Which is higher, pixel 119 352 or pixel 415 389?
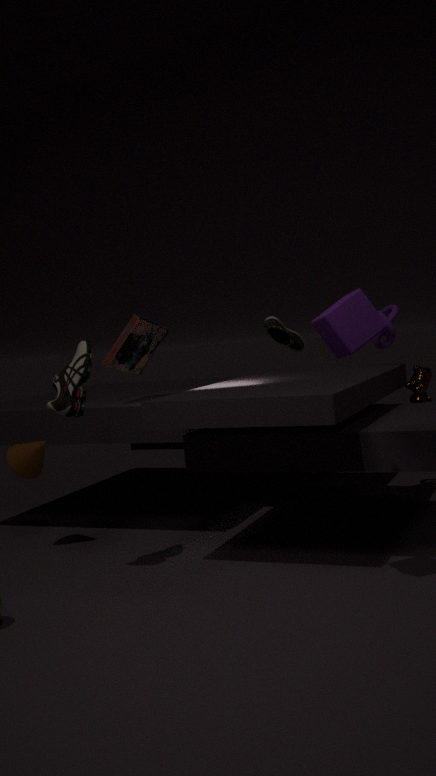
pixel 119 352
